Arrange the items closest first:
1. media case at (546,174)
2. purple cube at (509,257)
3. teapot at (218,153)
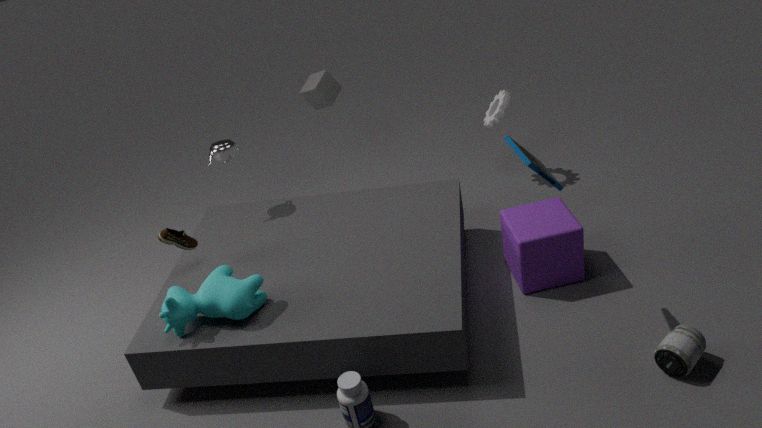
1. media case at (546,174)
2. purple cube at (509,257)
3. teapot at (218,153)
